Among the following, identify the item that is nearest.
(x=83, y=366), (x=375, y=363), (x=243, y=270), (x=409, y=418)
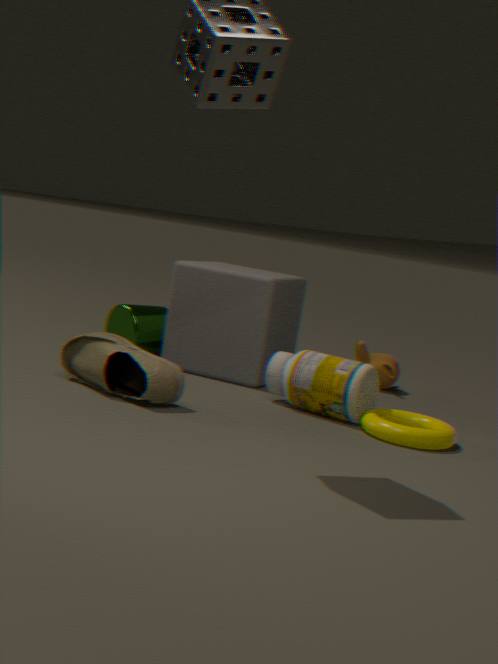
(x=83, y=366)
